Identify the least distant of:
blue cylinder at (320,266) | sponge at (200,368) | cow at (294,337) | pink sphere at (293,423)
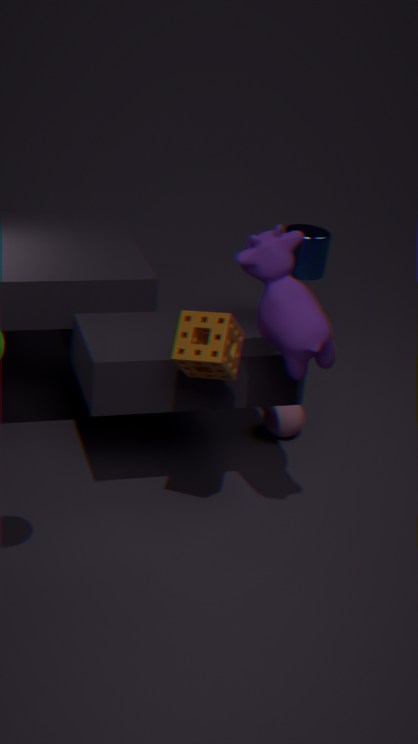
cow at (294,337)
